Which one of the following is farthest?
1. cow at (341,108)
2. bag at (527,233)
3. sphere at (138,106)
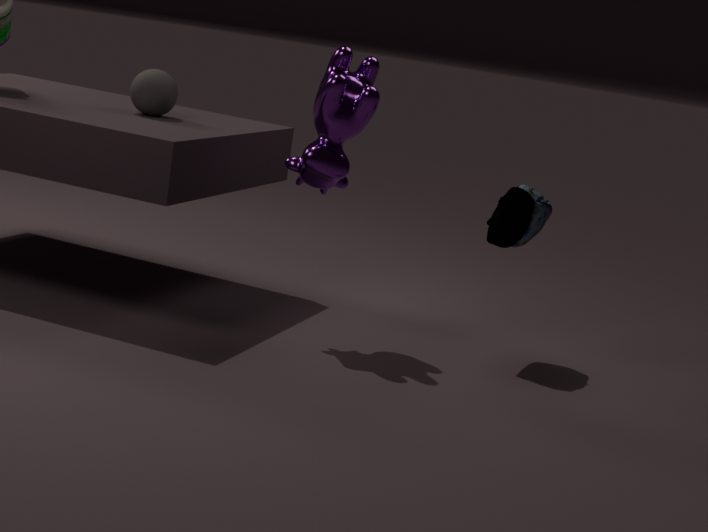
sphere at (138,106)
